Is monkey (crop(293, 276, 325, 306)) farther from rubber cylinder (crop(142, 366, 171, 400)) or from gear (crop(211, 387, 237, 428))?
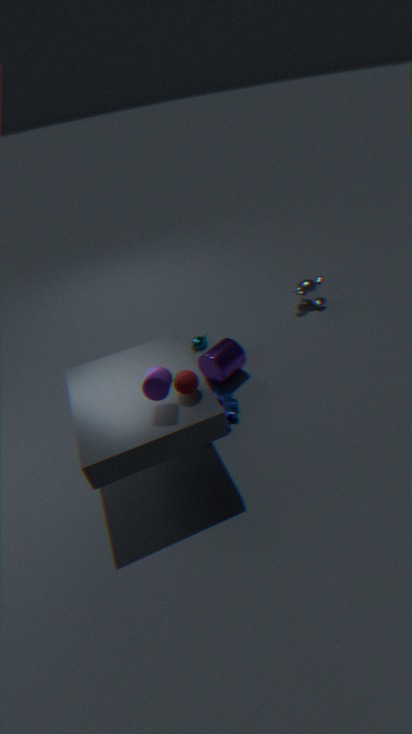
rubber cylinder (crop(142, 366, 171, 400))
